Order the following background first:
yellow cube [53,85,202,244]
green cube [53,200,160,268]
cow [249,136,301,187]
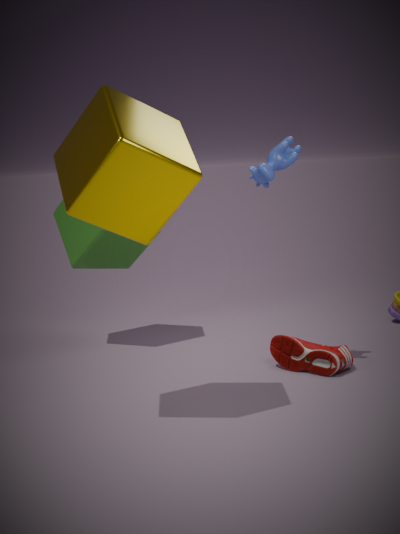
1. green cube [53,200,160,268]
2. cow [249,136,301,187]
3. yellow cube [53,85,202,244]
